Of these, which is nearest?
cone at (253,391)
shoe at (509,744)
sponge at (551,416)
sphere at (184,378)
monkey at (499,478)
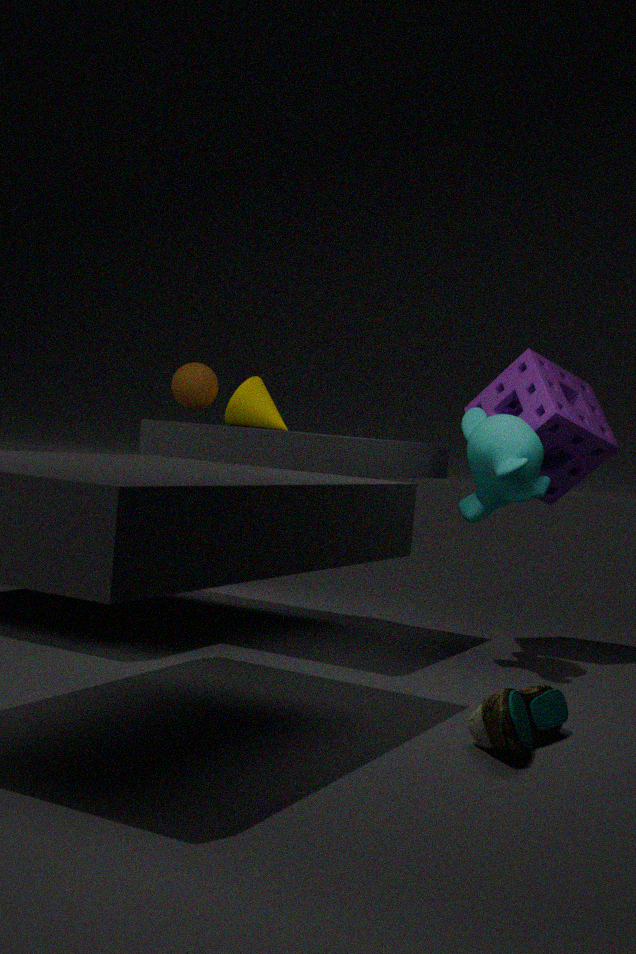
shoe at (509,744)
